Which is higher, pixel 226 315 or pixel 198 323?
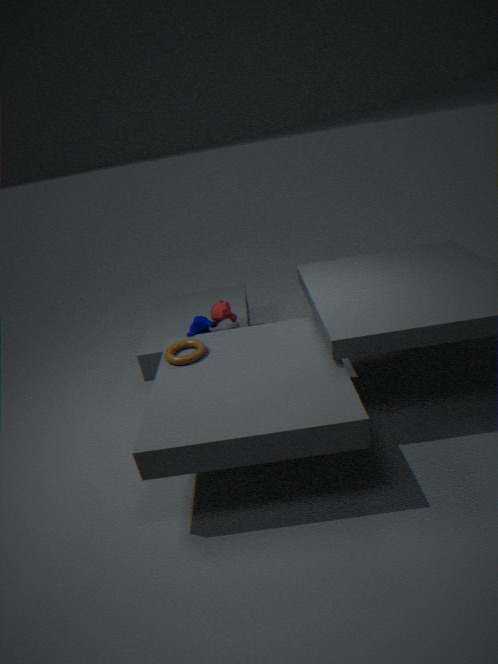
pixel 226 315
